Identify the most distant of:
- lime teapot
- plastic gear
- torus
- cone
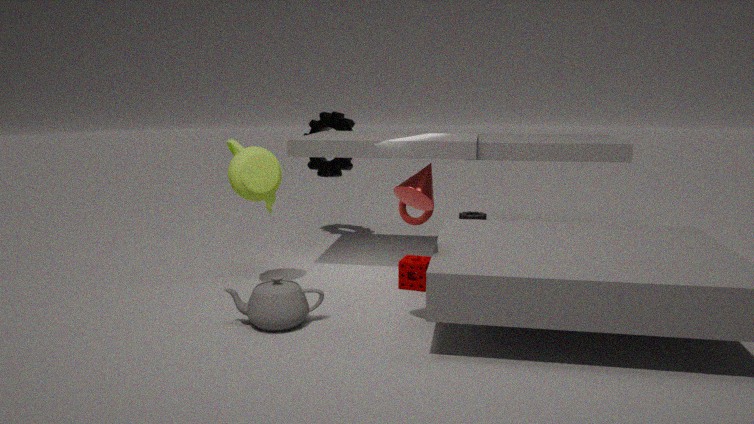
plastic gear
